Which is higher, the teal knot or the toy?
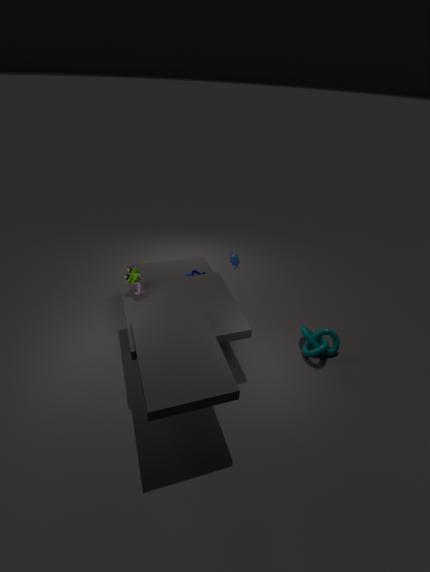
the toy
